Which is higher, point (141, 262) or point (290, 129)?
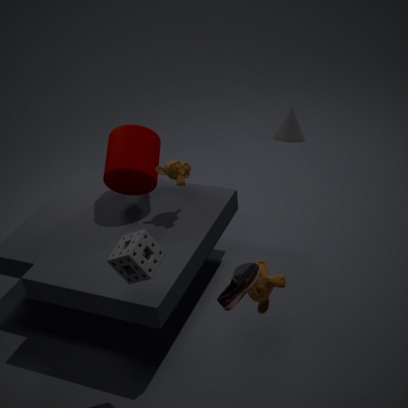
point (290, 129)
